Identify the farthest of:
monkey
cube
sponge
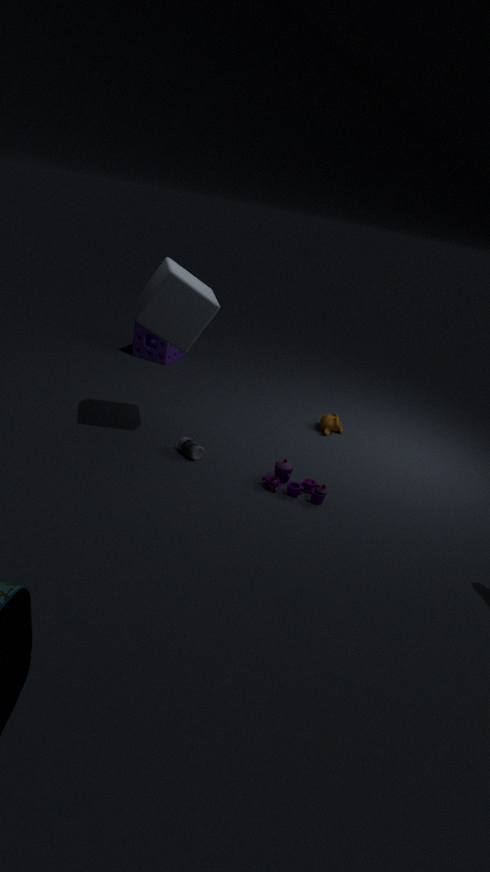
sponge
